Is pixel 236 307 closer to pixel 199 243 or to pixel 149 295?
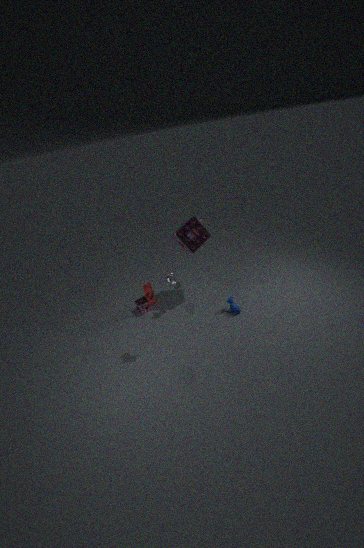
pixel 199 243
